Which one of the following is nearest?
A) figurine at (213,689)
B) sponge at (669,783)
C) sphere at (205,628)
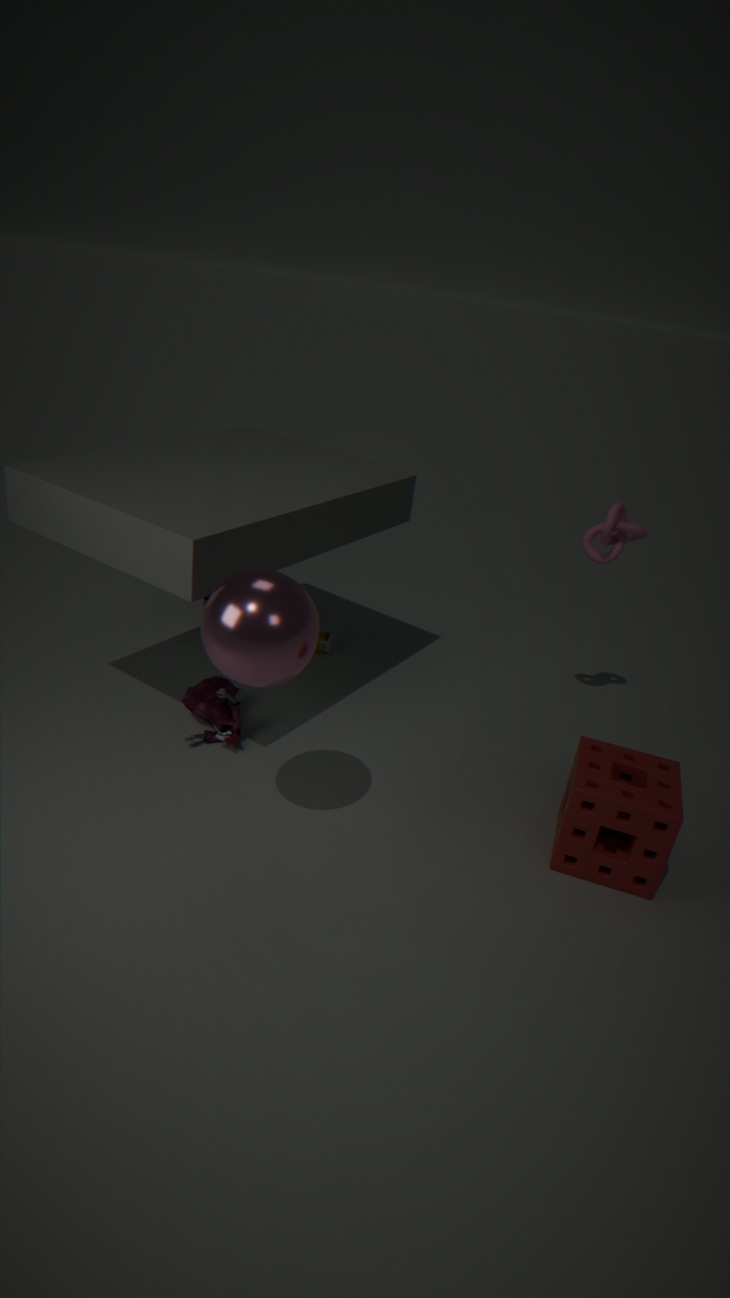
sphere at (205,628)
